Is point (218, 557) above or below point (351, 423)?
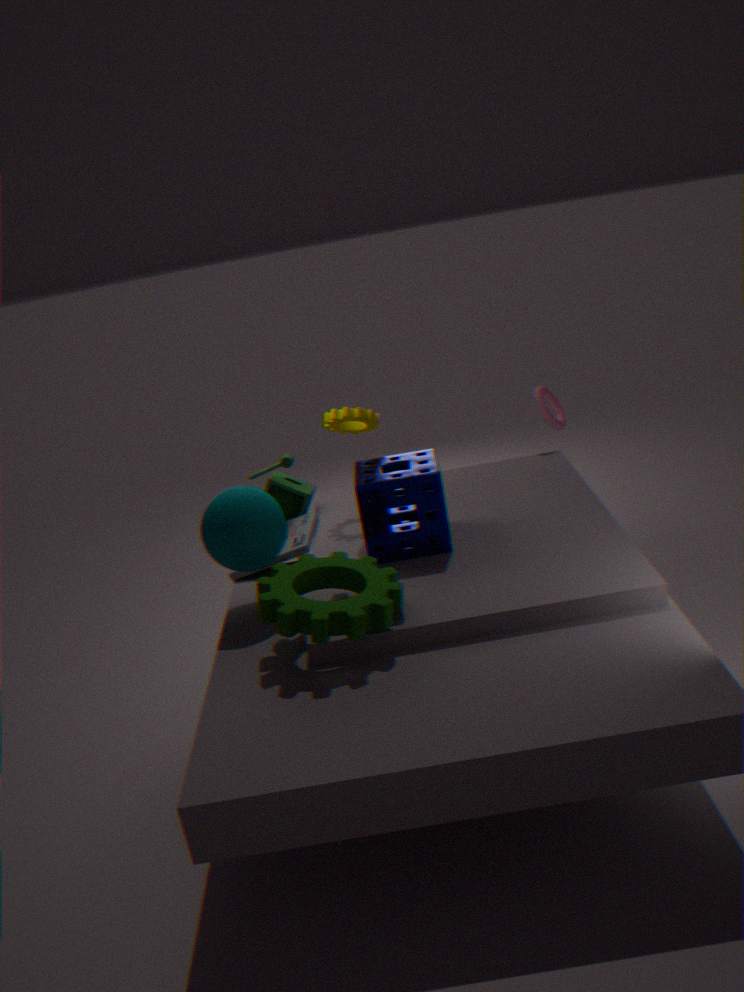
below
